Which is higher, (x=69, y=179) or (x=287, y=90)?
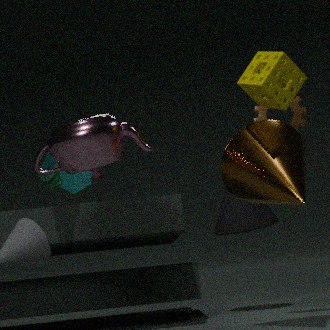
(x=287, y=90)
